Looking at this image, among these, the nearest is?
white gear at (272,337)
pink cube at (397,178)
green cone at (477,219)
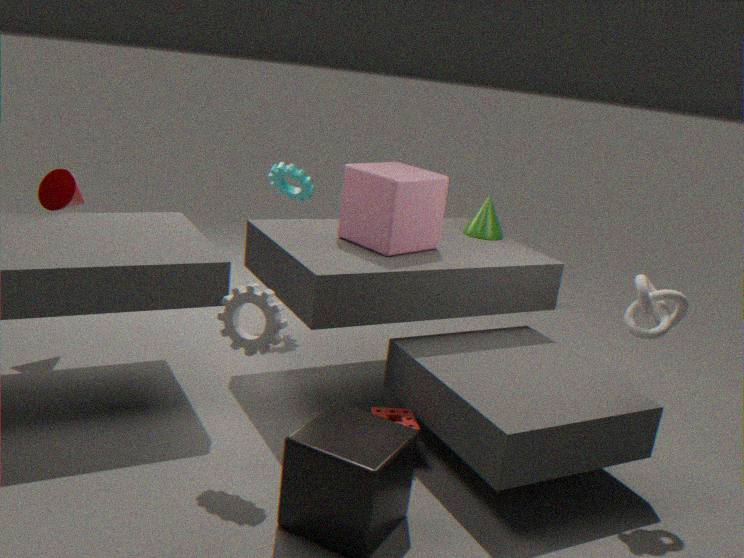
white gear at (272,337)
